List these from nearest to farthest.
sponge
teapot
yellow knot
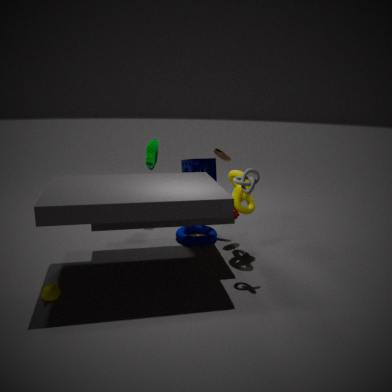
teapot < yellow knot < sponge
